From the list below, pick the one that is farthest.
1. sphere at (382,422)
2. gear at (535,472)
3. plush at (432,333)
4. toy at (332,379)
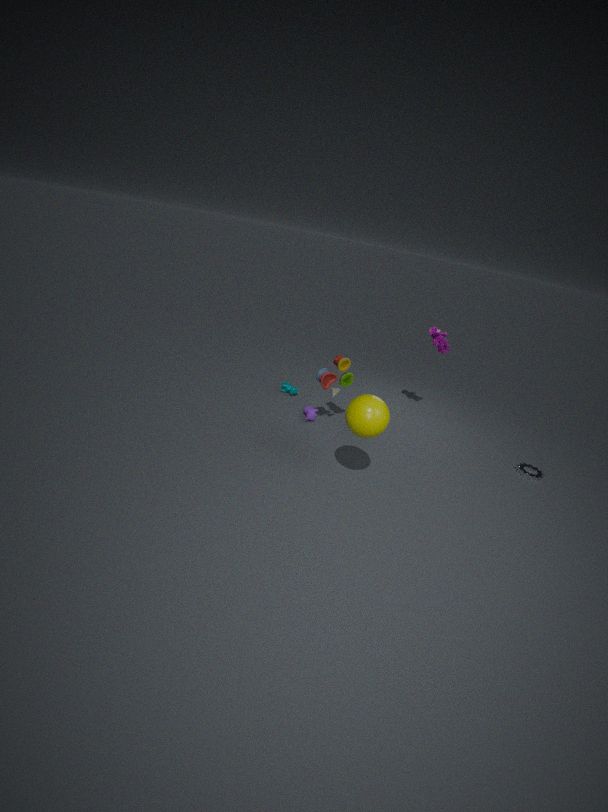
plush at (432,333)
